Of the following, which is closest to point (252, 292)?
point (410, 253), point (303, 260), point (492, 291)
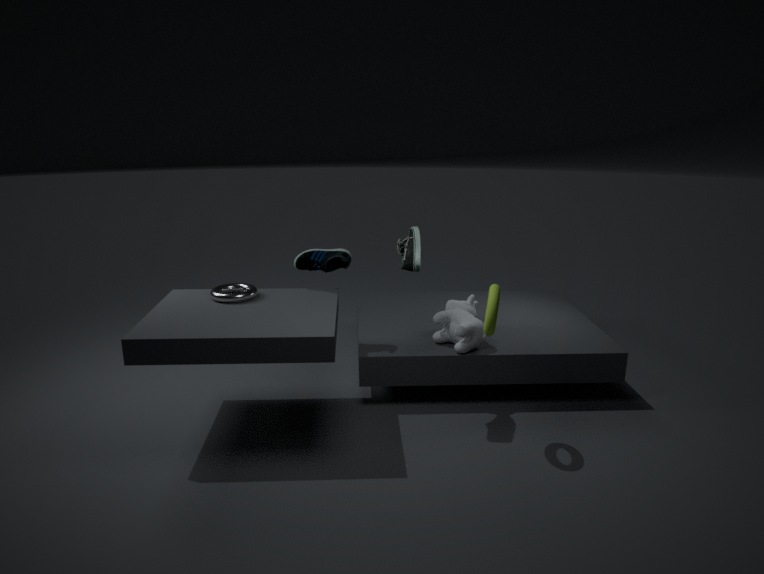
point (303, 260)
